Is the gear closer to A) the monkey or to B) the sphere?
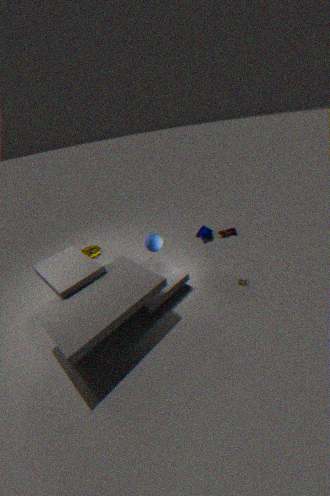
B) the sphere
